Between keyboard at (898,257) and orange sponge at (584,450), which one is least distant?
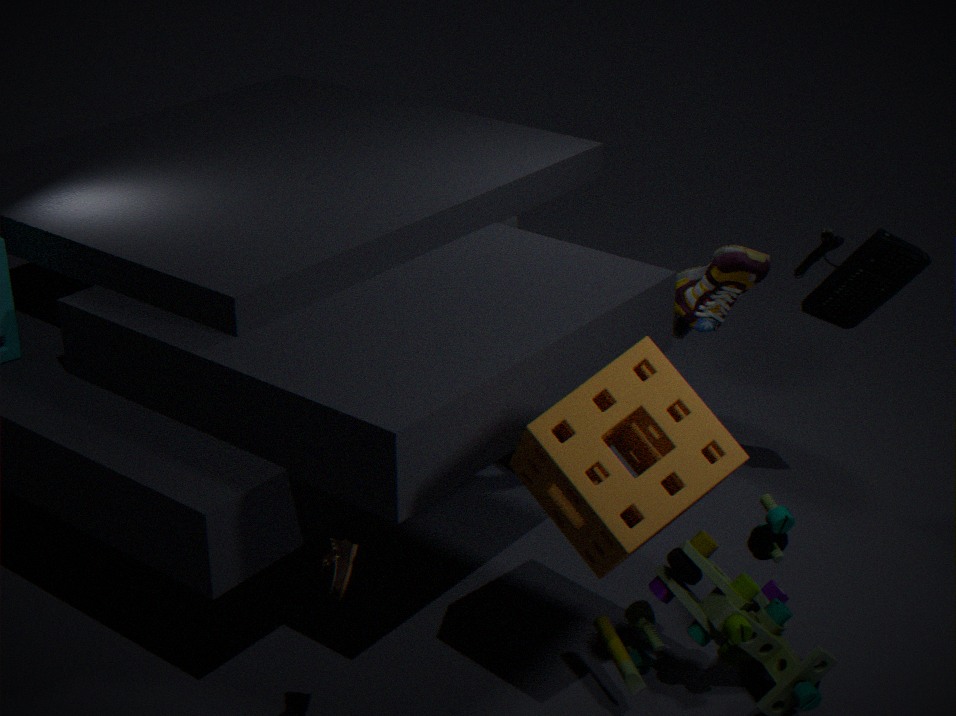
orange sponge at (584,450)
